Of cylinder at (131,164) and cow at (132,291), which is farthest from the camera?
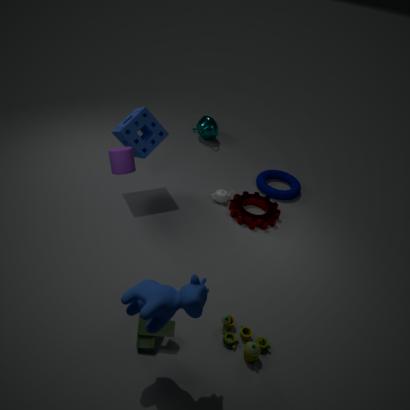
cylinder at (131,164)
